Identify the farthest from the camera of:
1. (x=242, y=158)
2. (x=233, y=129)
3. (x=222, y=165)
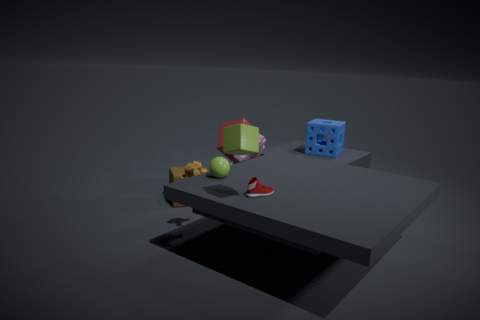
(x=242, y=158)
